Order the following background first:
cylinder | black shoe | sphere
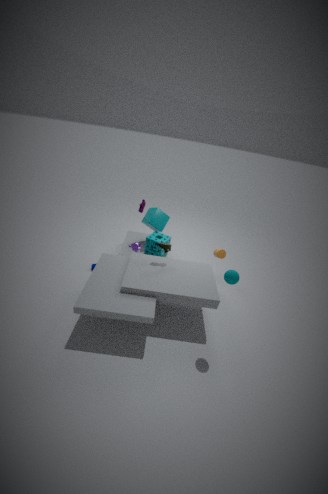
cylinder → black shoe → sphere
